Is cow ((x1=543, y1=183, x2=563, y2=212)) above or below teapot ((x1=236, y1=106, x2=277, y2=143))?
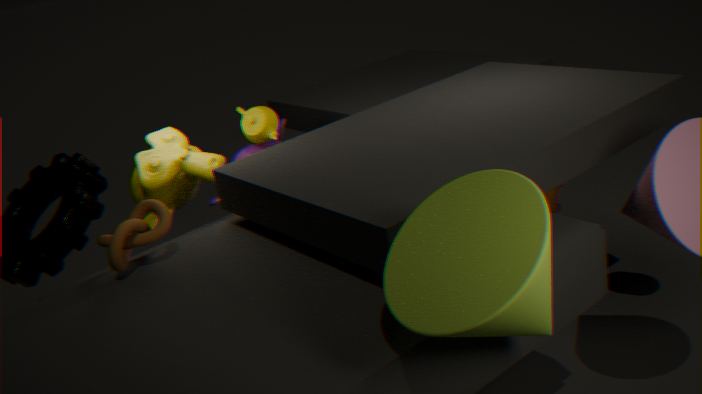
below
